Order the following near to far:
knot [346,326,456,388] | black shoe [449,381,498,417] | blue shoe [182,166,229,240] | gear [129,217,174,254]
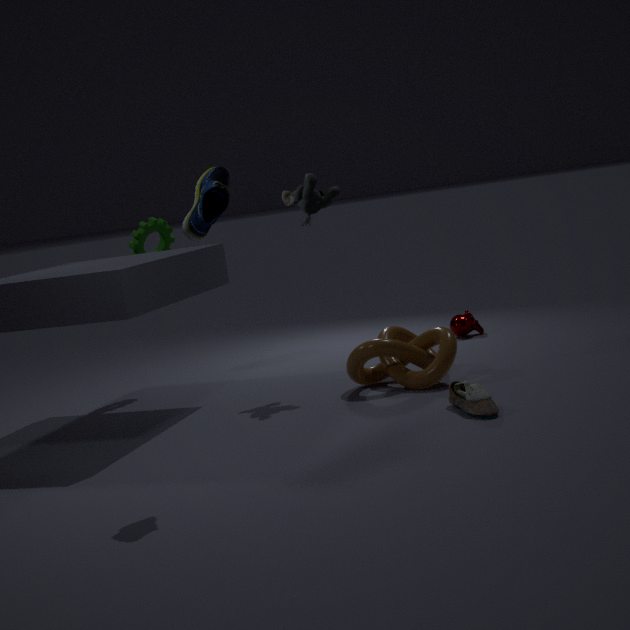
blue shoe [182,166,229,240]
black shoe [449,381,498,417]
knot [346,326,456,388]
gear [129,217,174,254]
